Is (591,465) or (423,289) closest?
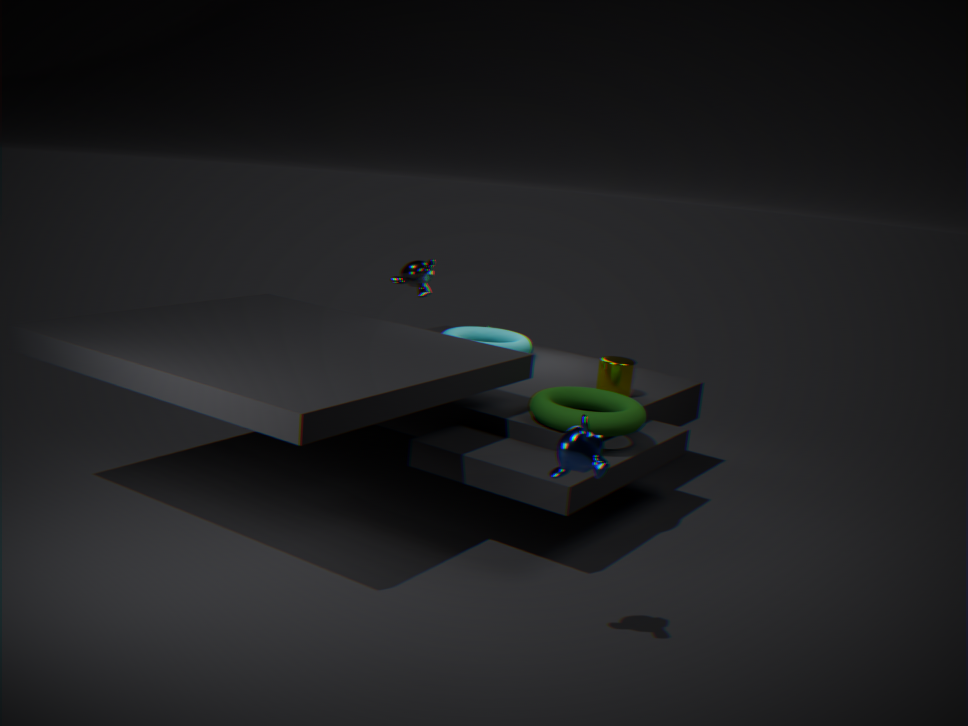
(591,465)
